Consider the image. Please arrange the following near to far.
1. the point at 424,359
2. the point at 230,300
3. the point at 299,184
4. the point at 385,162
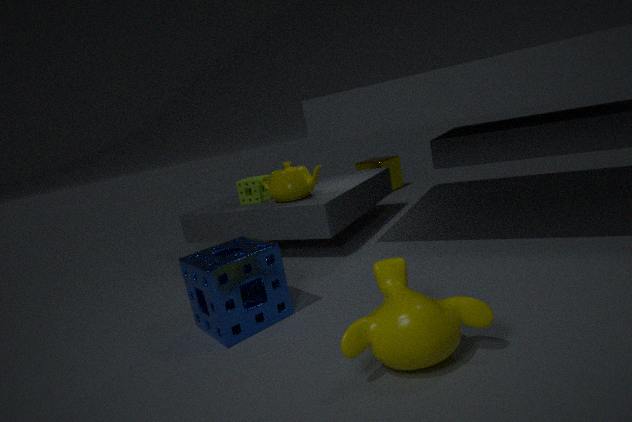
the point at 424,359
the point at 230,300
the point at 299,184
the point at 385,162
